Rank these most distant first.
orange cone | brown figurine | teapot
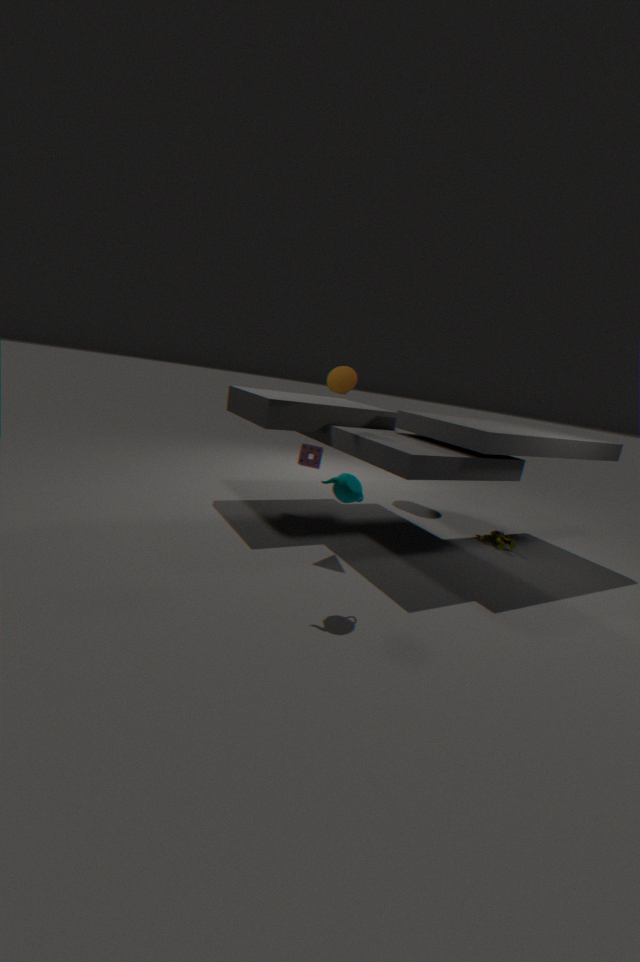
brown figurine → orange cone → teapot
